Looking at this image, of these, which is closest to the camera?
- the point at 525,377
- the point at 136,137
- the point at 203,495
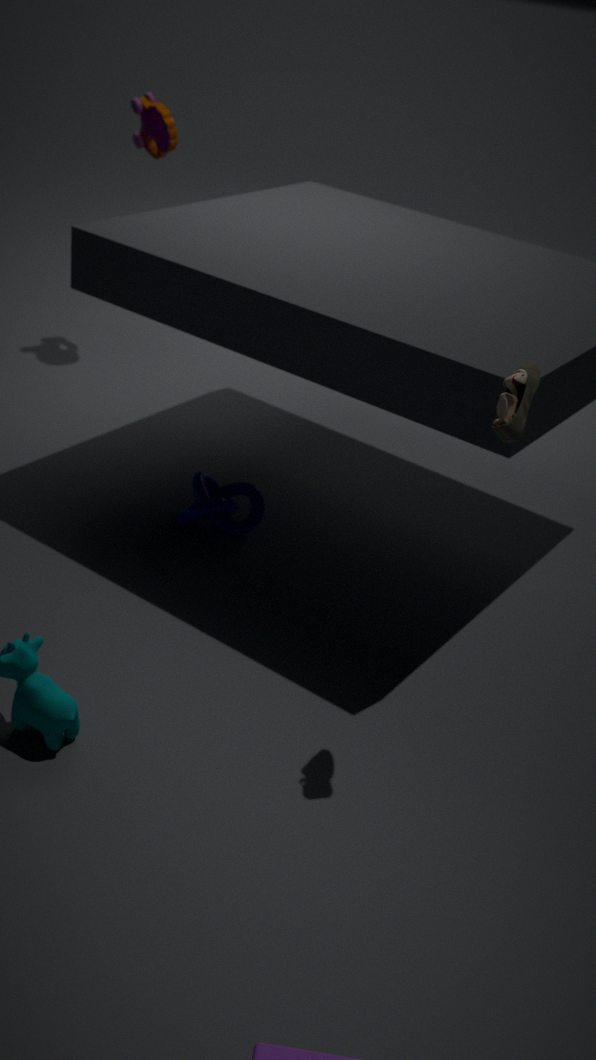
the point at 525,377
